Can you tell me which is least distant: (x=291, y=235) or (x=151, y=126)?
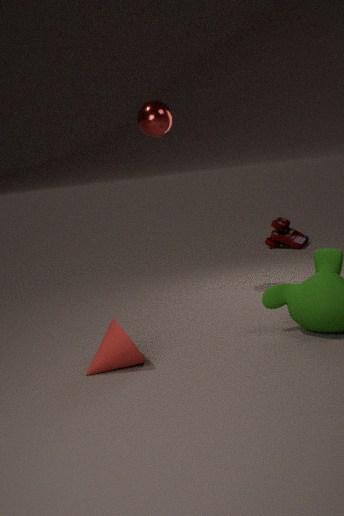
(x=151, y=126)
